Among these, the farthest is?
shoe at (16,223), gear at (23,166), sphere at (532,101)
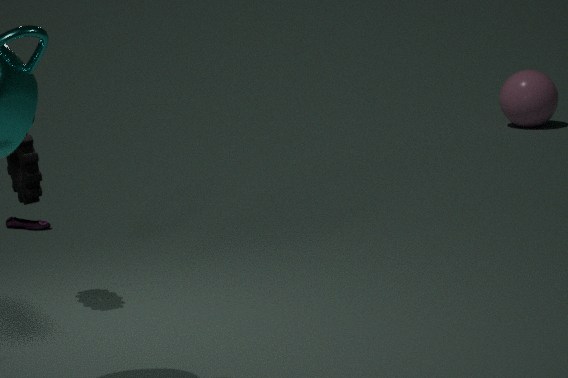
sphere at (532,101)
